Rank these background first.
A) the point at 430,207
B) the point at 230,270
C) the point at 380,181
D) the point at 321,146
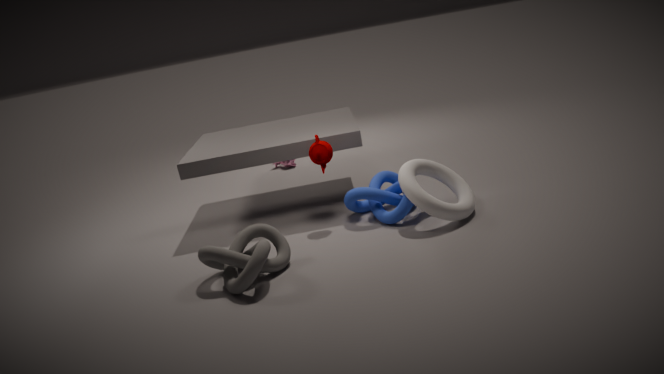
the point at 380,181, the point at 321,146, the point at 430,207, the point at 230,270
